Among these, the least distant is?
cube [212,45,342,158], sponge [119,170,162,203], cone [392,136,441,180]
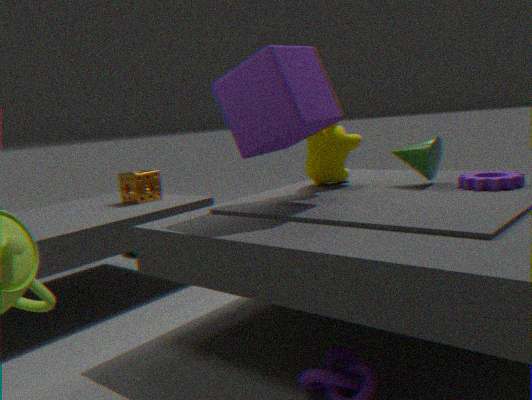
cube [212,45,342,158]
